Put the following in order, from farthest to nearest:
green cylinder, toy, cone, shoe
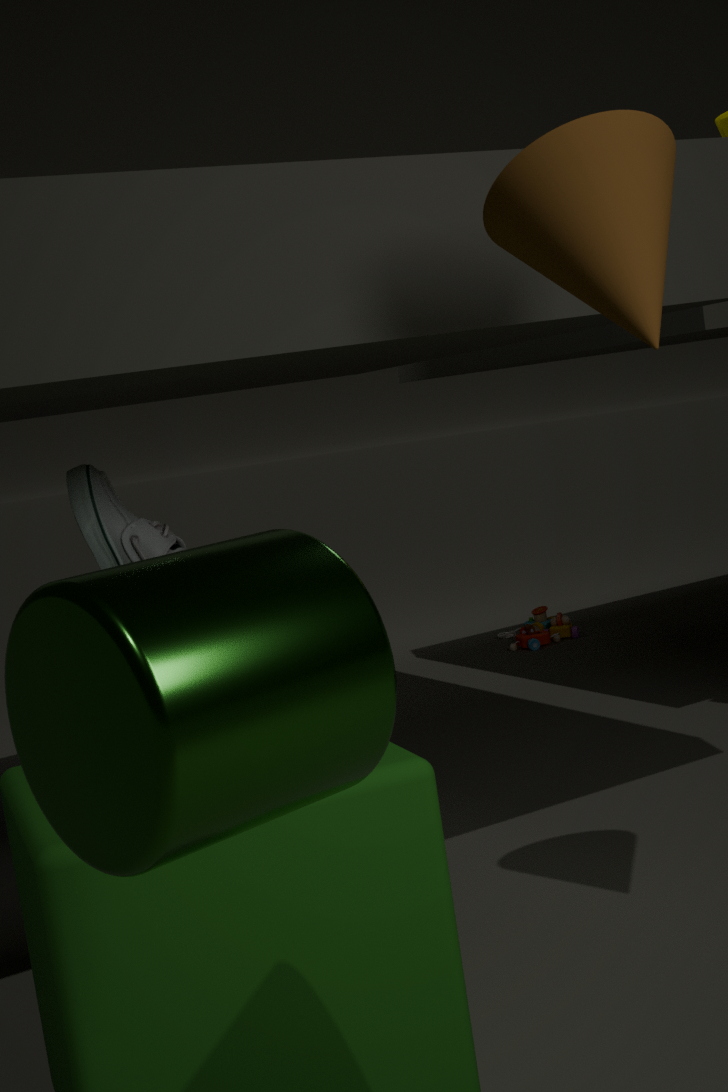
toy
shoe
cone
green cylinder
